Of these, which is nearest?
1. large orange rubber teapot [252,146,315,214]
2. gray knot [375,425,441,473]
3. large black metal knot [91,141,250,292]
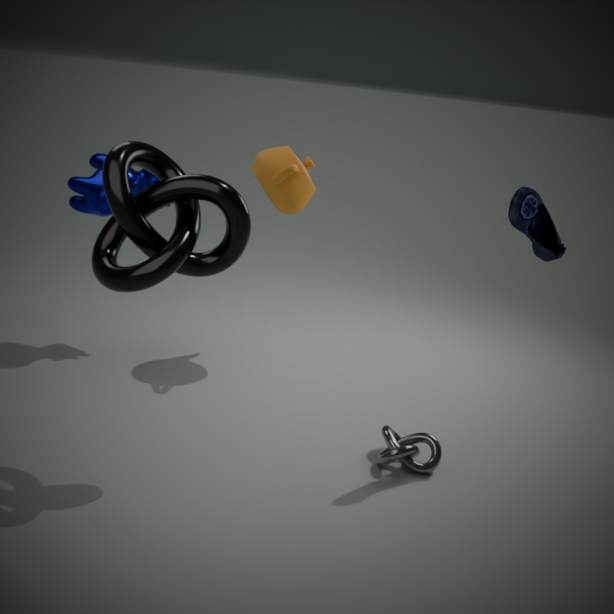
large black metal knot [91,141,250,292]
